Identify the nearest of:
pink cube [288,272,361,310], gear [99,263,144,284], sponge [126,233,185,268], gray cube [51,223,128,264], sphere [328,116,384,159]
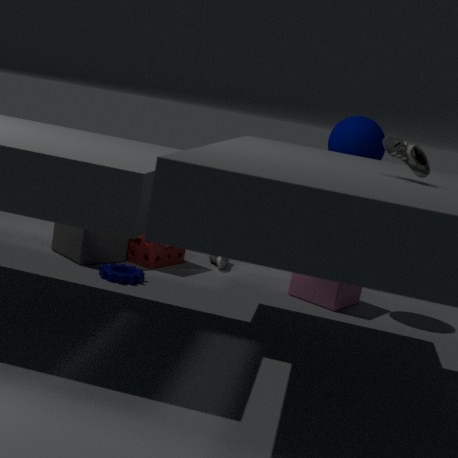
gear [99,263,144,284]
